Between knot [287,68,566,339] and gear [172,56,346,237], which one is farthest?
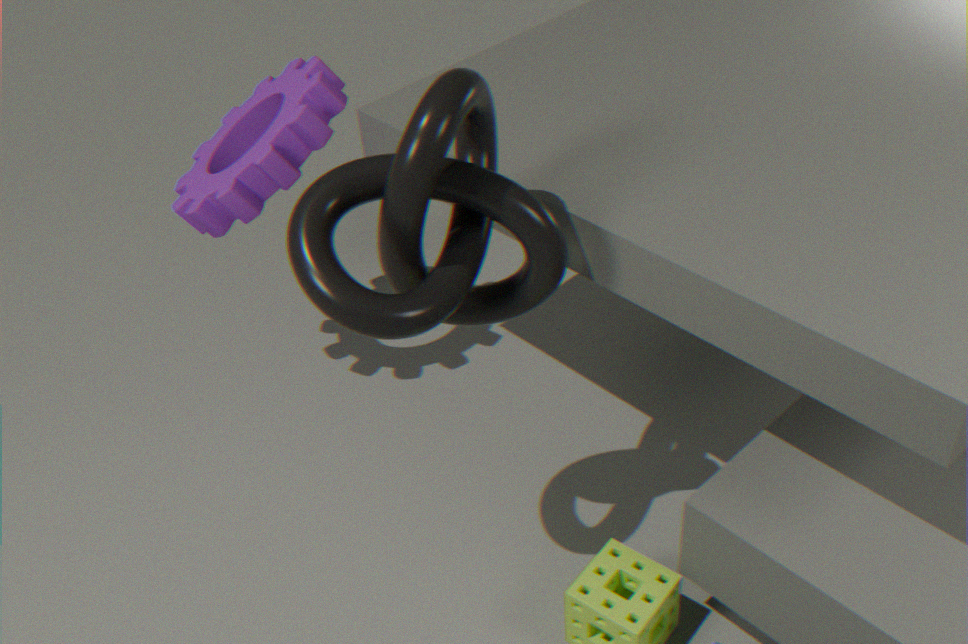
gear [172,56,346,237]
